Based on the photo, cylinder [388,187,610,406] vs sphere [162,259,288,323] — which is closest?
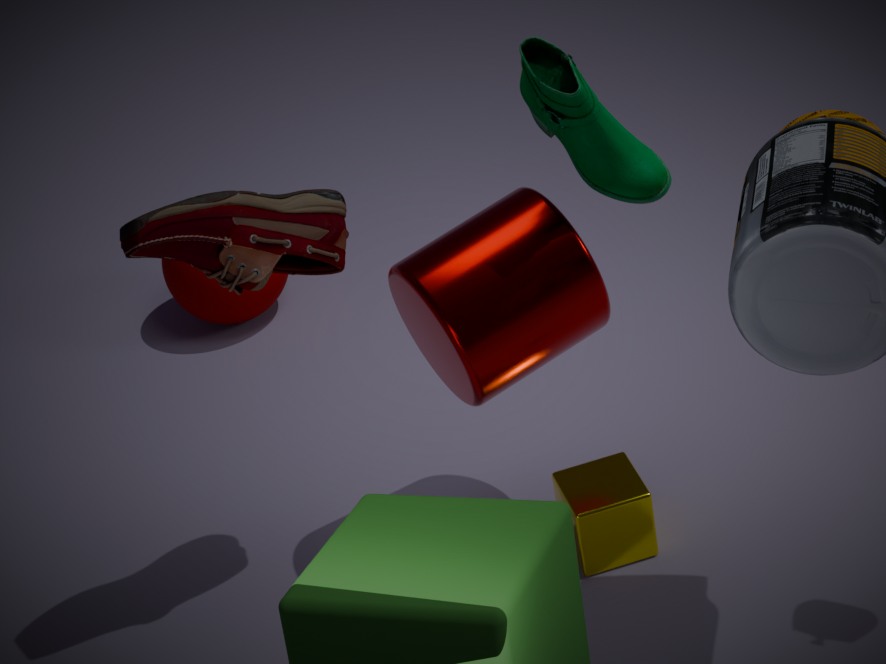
cylinder [388,187,610,406]
